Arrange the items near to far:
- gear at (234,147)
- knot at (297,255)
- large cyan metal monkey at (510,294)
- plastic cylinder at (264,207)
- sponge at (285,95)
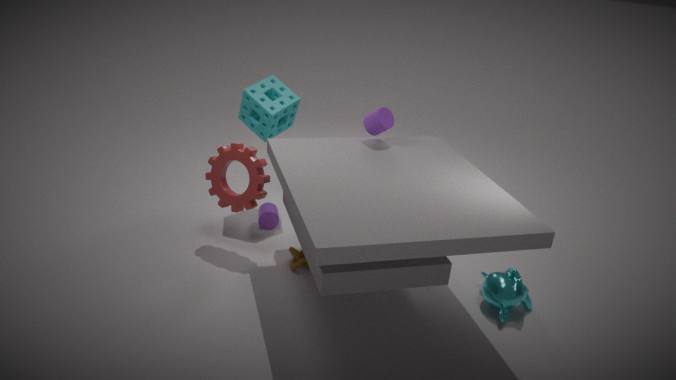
large cyan metal monkey at (510,294) < knot at (297,255) < gear at (234,147) < sponge at (285,95) < plastic cylinder at (264,207)
